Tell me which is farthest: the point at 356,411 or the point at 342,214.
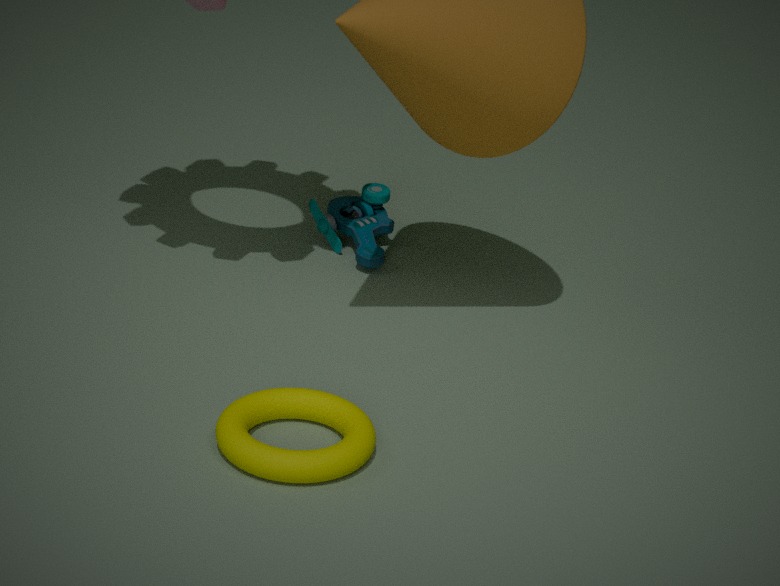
the point at 342,214
